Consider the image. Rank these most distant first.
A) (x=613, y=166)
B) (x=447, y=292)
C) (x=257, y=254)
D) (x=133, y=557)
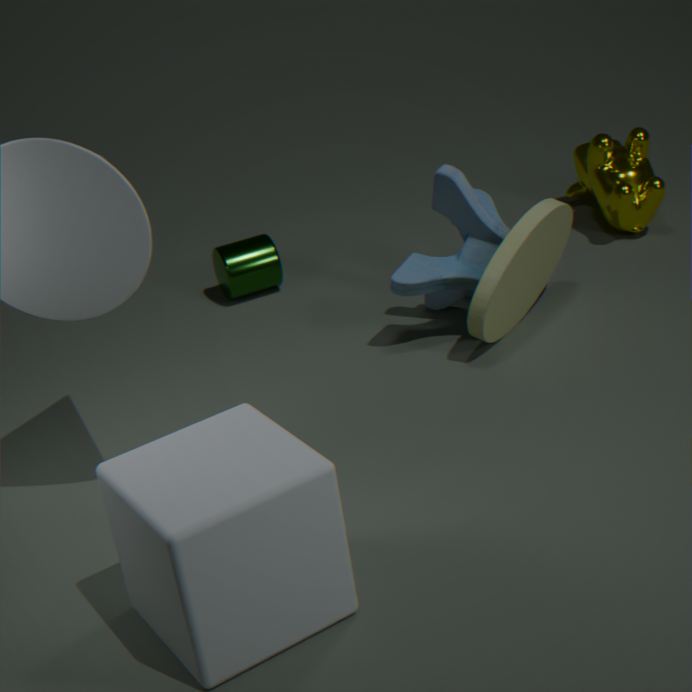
(x=613, y=166) → (x=257, y=254) → (x=447, y=292) → (x=133, y=557)
